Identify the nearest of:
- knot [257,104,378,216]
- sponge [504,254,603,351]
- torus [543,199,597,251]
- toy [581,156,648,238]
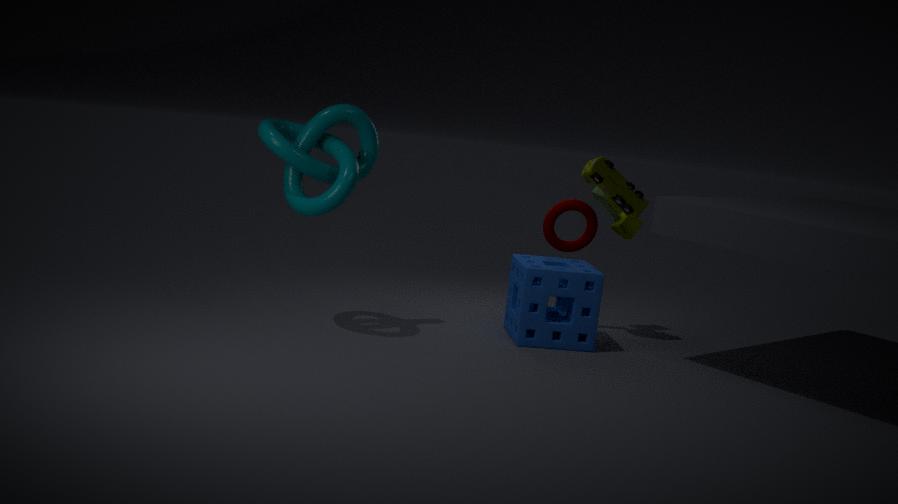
knot [257,104,378,216]
